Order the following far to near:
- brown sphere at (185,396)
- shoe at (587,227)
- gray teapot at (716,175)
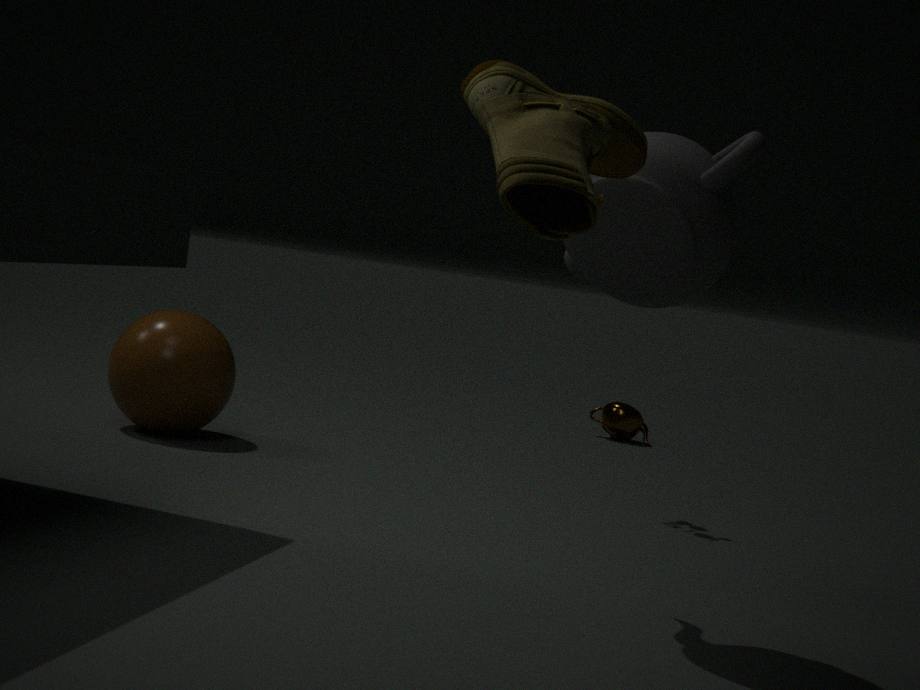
1. brown sphere at (185,396)
2. gray teapot at (716,175)
3. shoe at (587,227)
